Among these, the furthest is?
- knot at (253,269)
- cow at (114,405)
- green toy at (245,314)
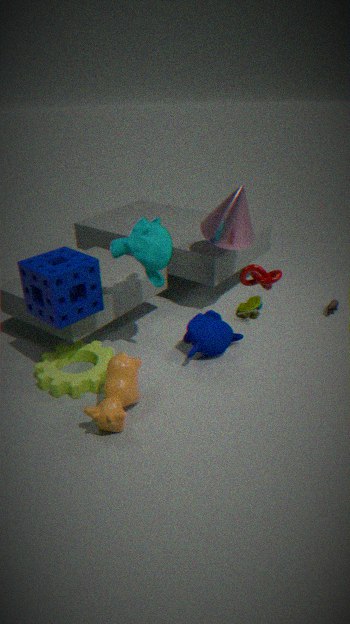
green toy at (245,314)
